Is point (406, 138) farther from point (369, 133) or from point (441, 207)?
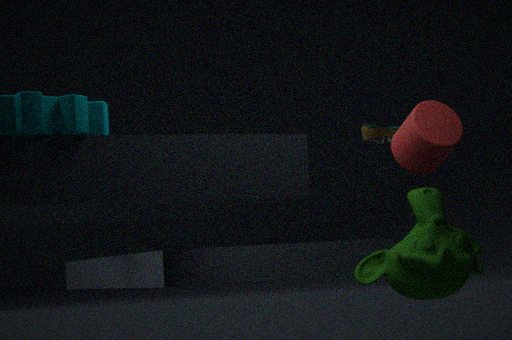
point (369, 133)
